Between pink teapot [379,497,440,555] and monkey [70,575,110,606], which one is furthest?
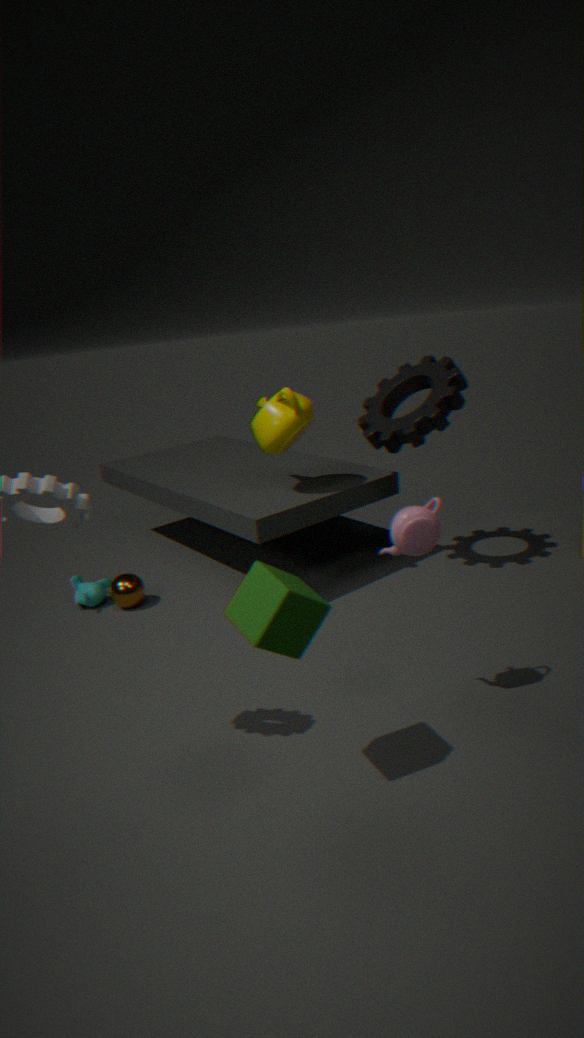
monkey [70,575,110,606]
